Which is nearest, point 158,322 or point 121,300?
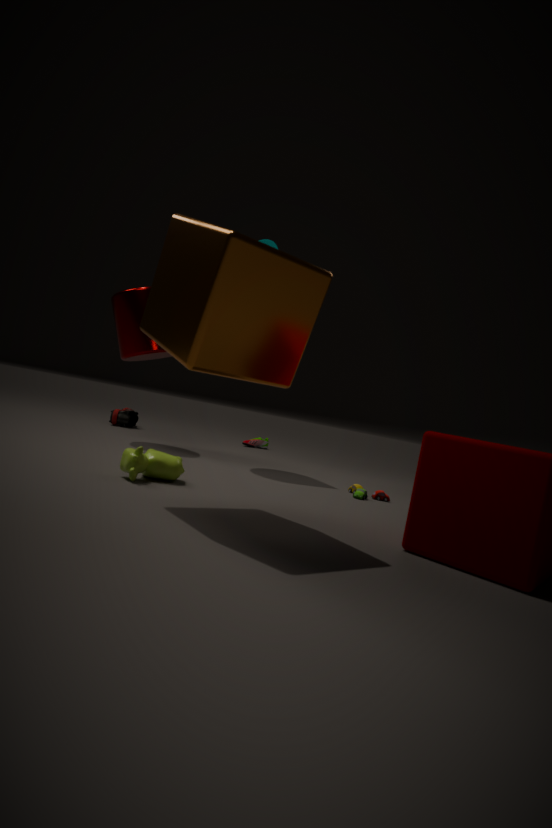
point 158,322
